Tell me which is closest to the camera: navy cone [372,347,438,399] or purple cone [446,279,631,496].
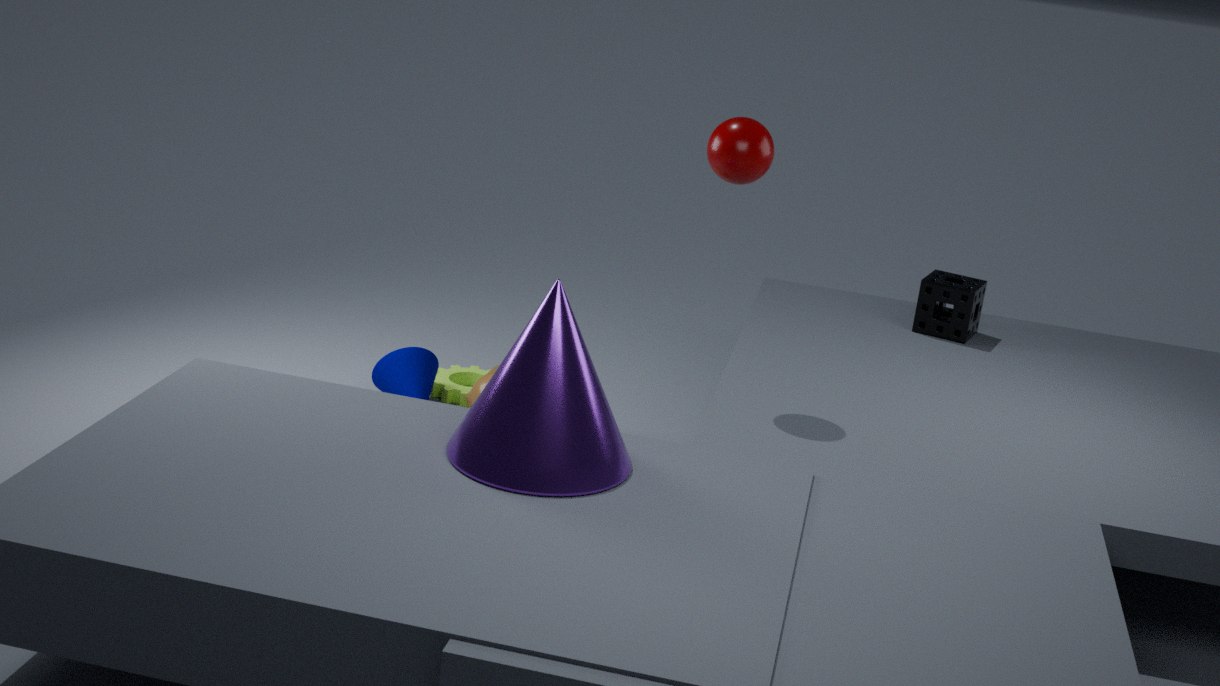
purple cone [446,279,631,496]
